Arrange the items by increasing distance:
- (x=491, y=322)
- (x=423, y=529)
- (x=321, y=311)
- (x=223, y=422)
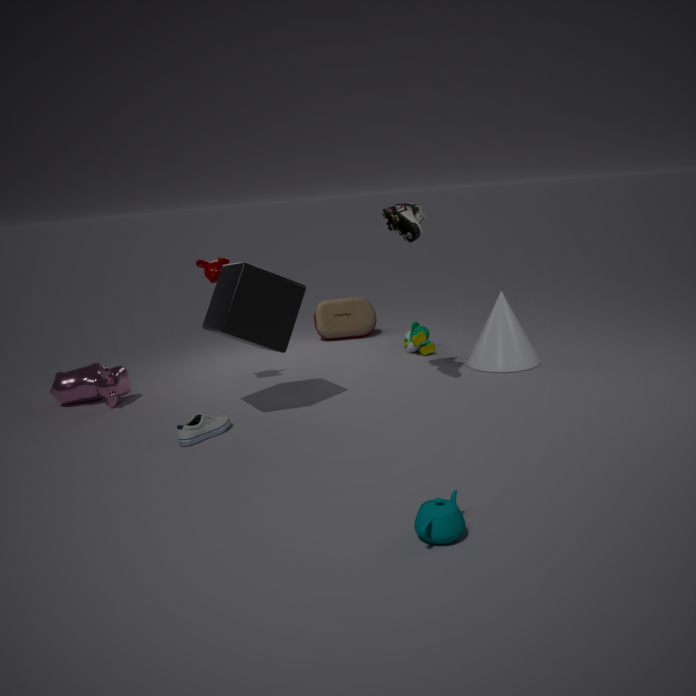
(x=423, y=529), (x=223, y=422), (x=491, y=322), (x=321, y=311)
